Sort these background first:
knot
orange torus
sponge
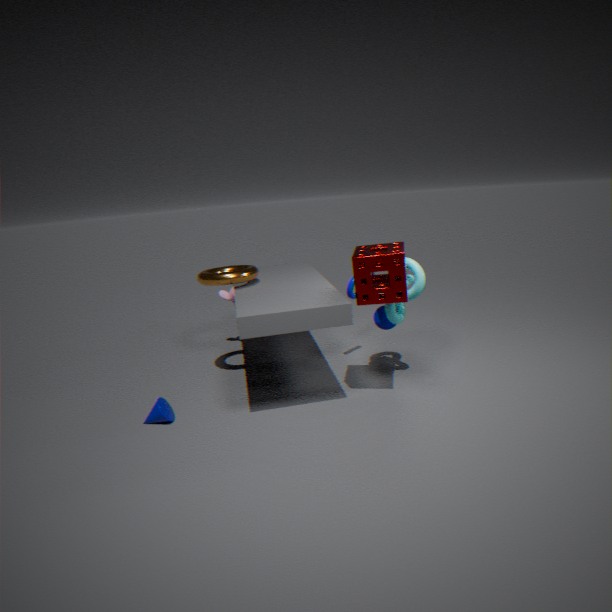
orange torus → knot → sponge
